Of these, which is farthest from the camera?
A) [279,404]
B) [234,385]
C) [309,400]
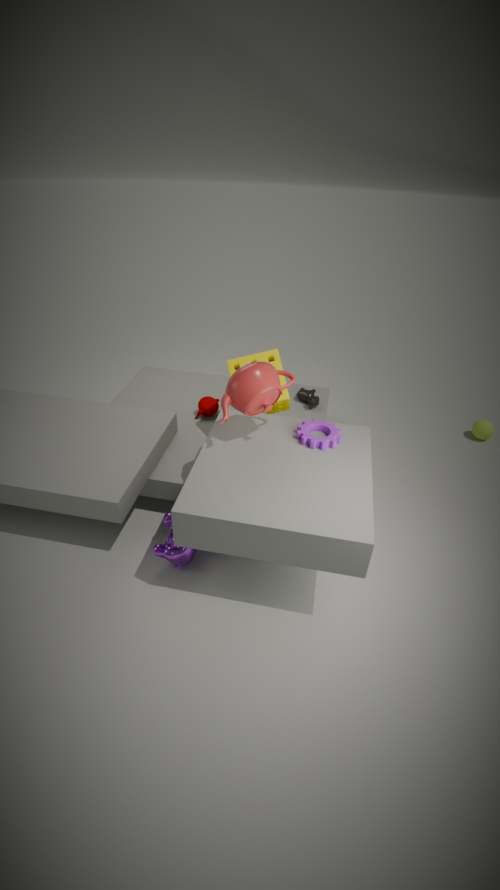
[309,400]
